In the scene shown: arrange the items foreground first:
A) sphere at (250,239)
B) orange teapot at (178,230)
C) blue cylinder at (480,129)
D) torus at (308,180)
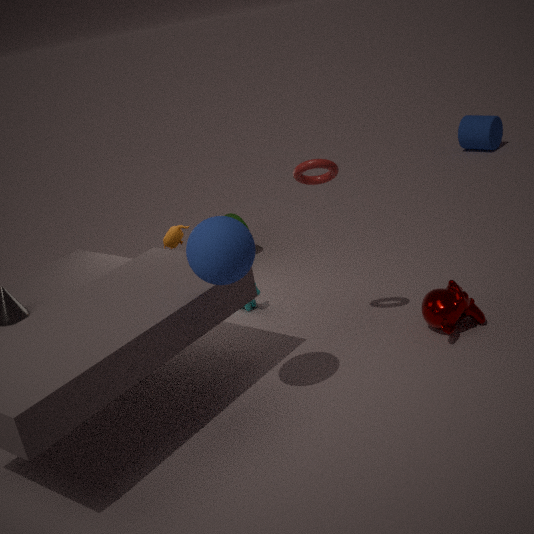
sphere at (250,239)
torus at (308,180)
orange teapot at (178,230)
blue cylinder at (480,129)
